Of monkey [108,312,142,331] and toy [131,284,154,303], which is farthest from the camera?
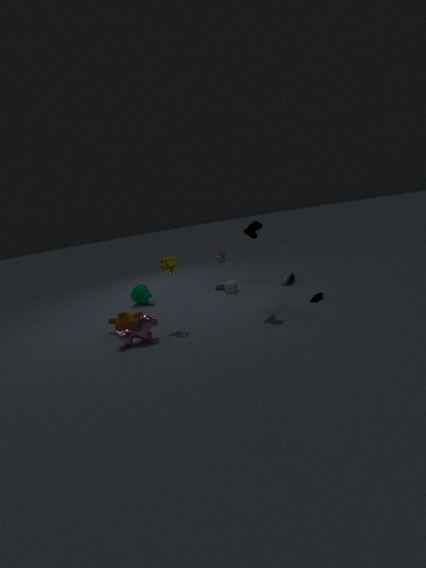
toy [131,284,154,303]
